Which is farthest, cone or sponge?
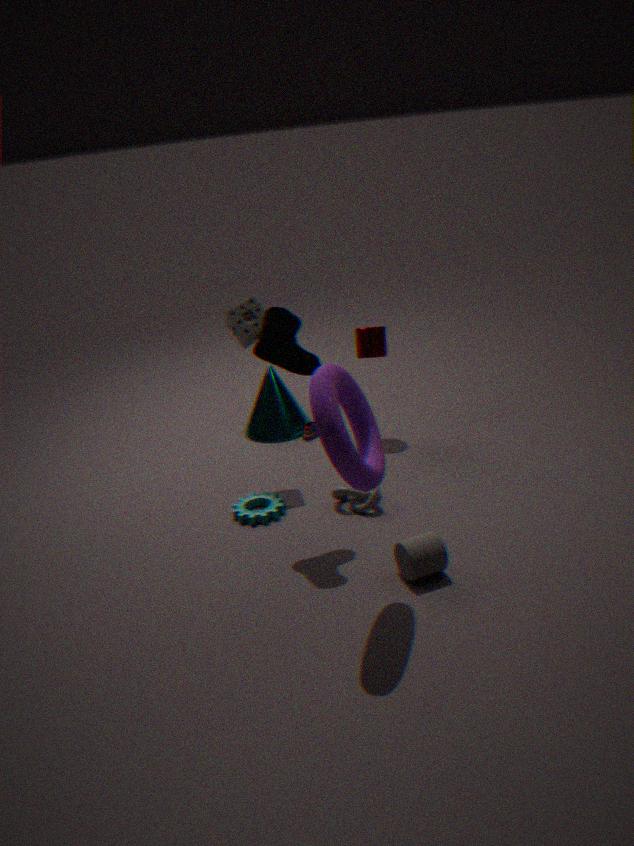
cone
